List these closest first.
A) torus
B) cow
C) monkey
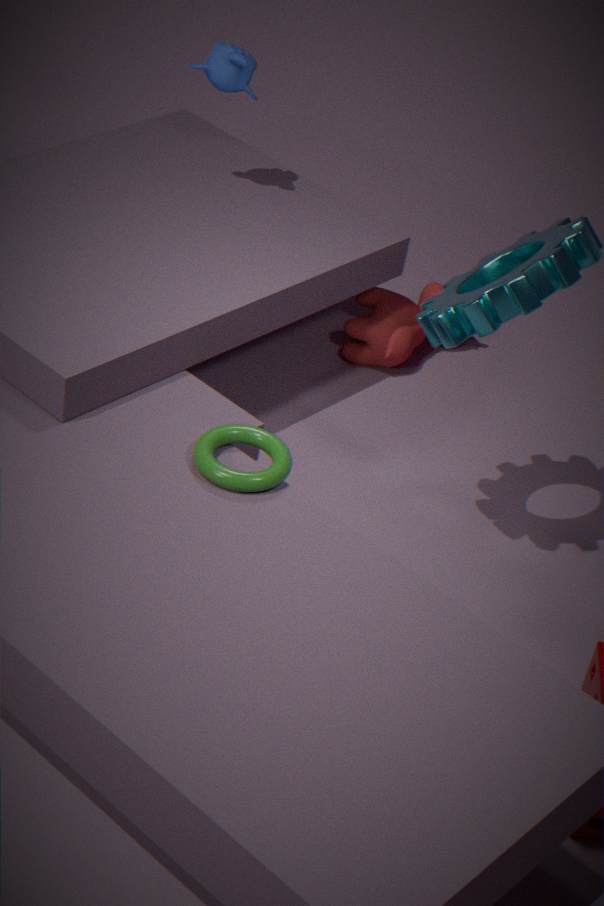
torus → monkey → cow
